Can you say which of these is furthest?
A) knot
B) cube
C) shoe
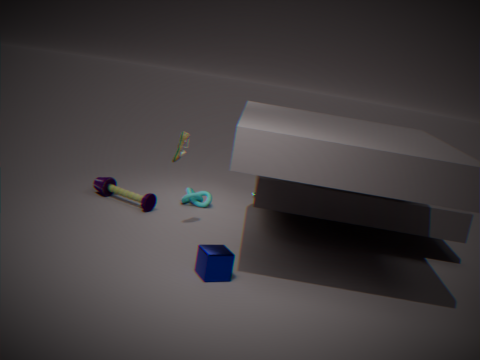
knot
